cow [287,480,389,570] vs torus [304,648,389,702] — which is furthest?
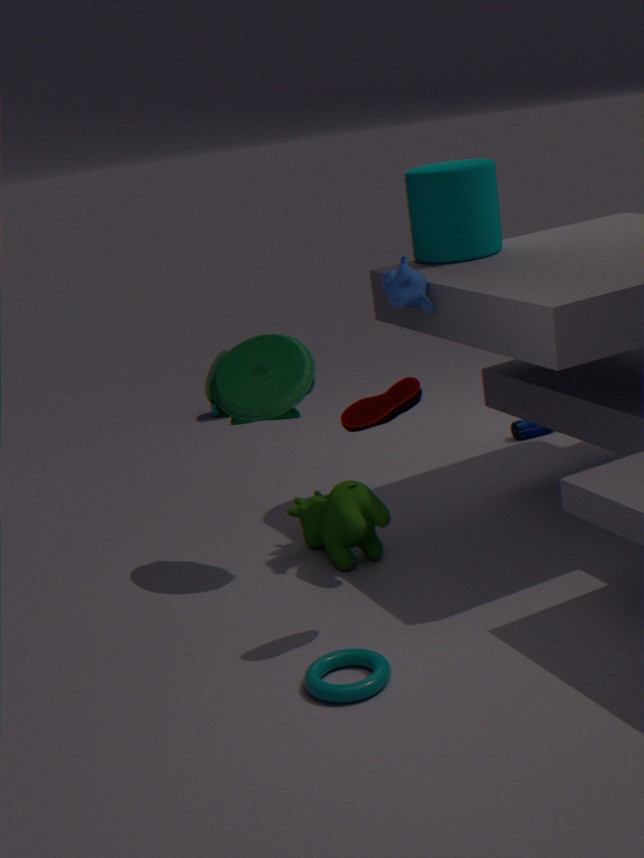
cow [287,480,389,570]
